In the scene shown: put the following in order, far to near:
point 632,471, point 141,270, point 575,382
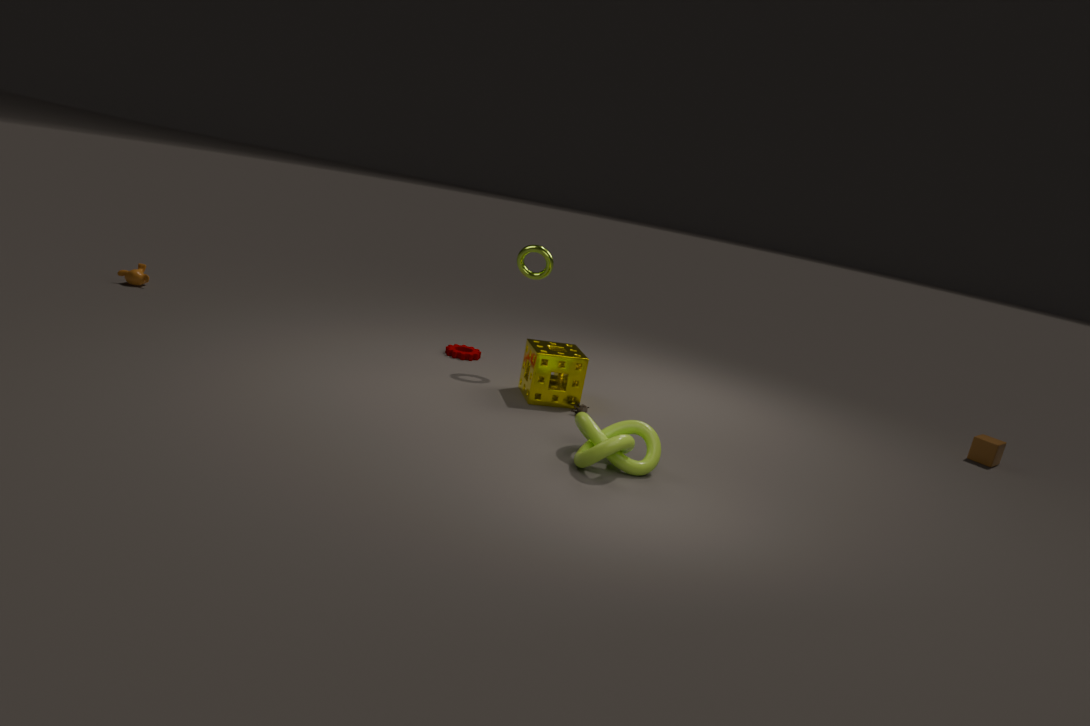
point 141,270 < point 575,382 < point 632,471
